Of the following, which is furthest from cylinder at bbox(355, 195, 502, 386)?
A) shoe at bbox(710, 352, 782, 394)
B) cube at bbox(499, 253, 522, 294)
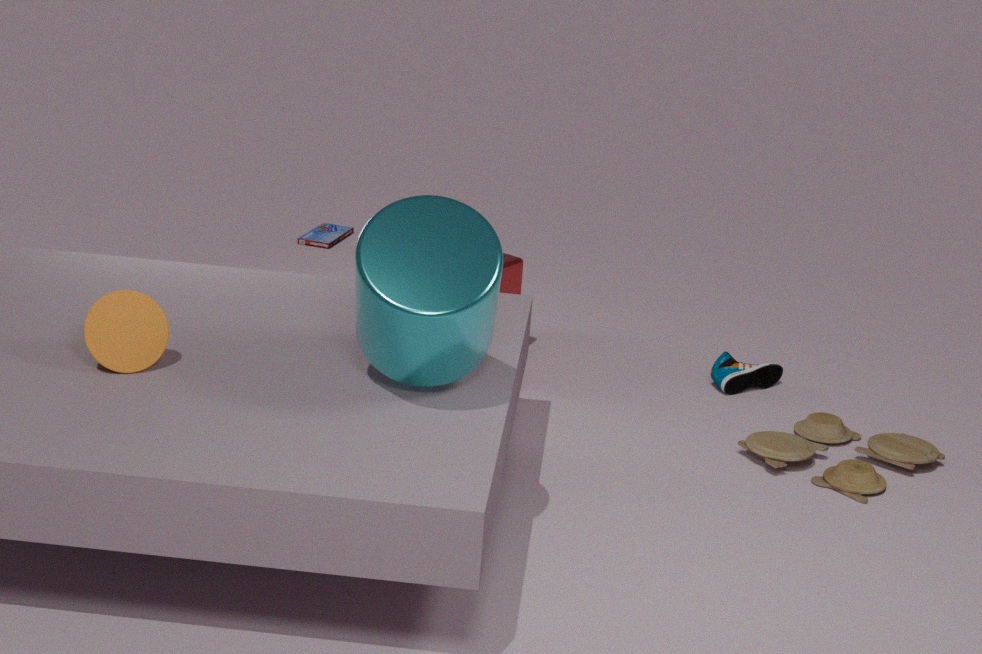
shoe at bbox(710, 352, 782, 394)
